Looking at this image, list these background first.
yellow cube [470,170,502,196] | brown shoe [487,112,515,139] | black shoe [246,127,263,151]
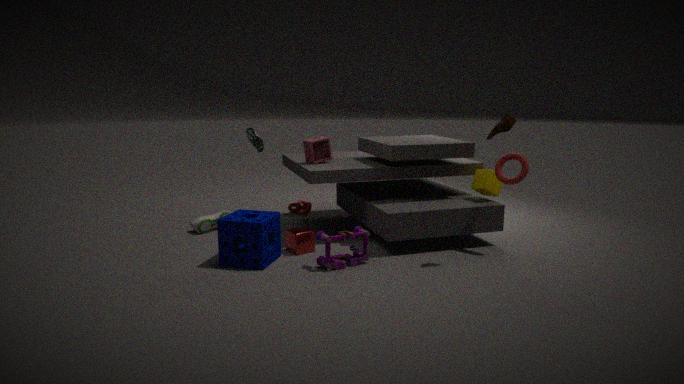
black shoe [246,127,263,151] → yellow cube [470,170,502,196] → brown shoe [487,112,515,139]
